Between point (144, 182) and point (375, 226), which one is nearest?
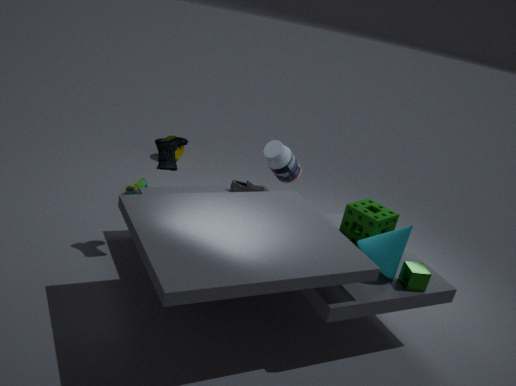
point (375, 226)
